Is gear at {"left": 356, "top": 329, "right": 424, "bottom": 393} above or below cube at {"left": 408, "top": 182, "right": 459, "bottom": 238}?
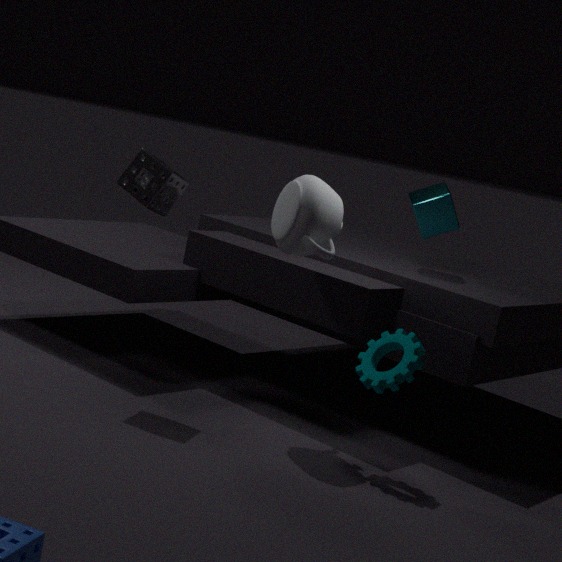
below
